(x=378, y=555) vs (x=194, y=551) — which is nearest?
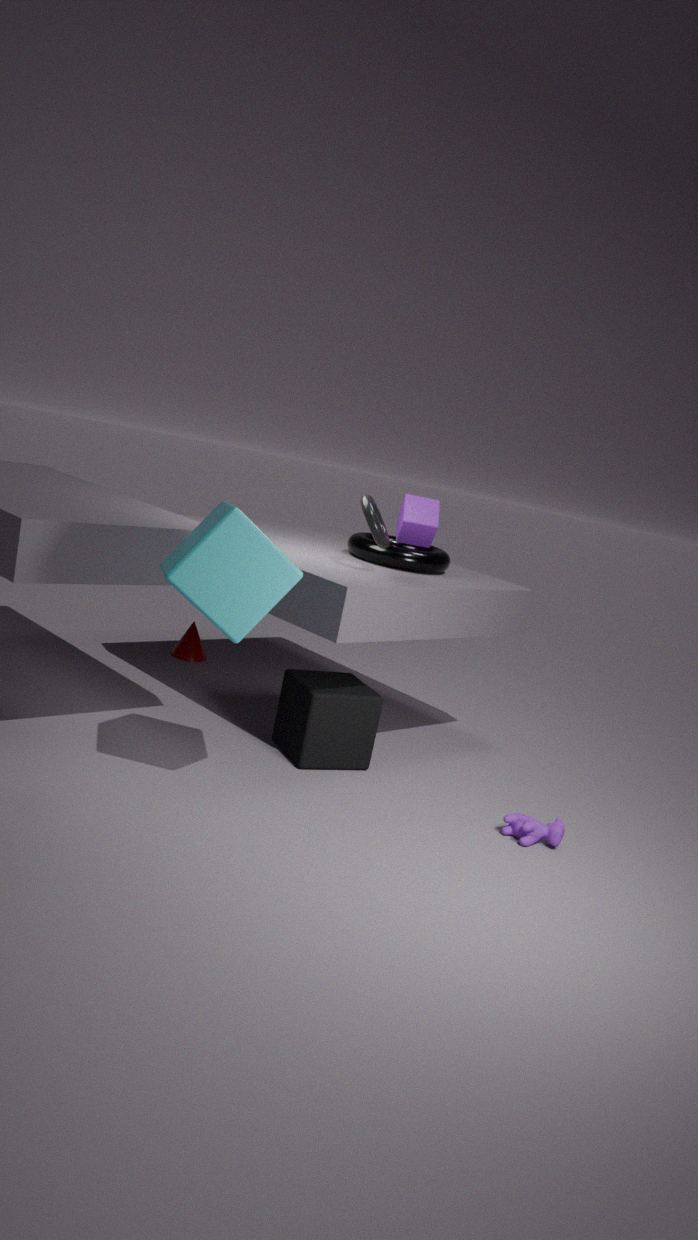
(x=194, y=551)
